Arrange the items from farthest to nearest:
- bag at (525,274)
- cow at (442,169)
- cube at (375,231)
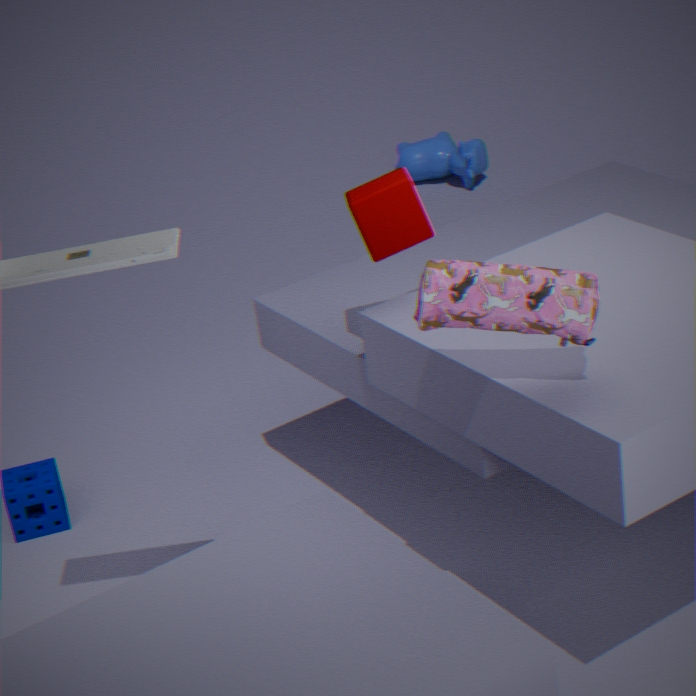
cow at (442,169) < cube at (375,231) < bag at (525,274)
